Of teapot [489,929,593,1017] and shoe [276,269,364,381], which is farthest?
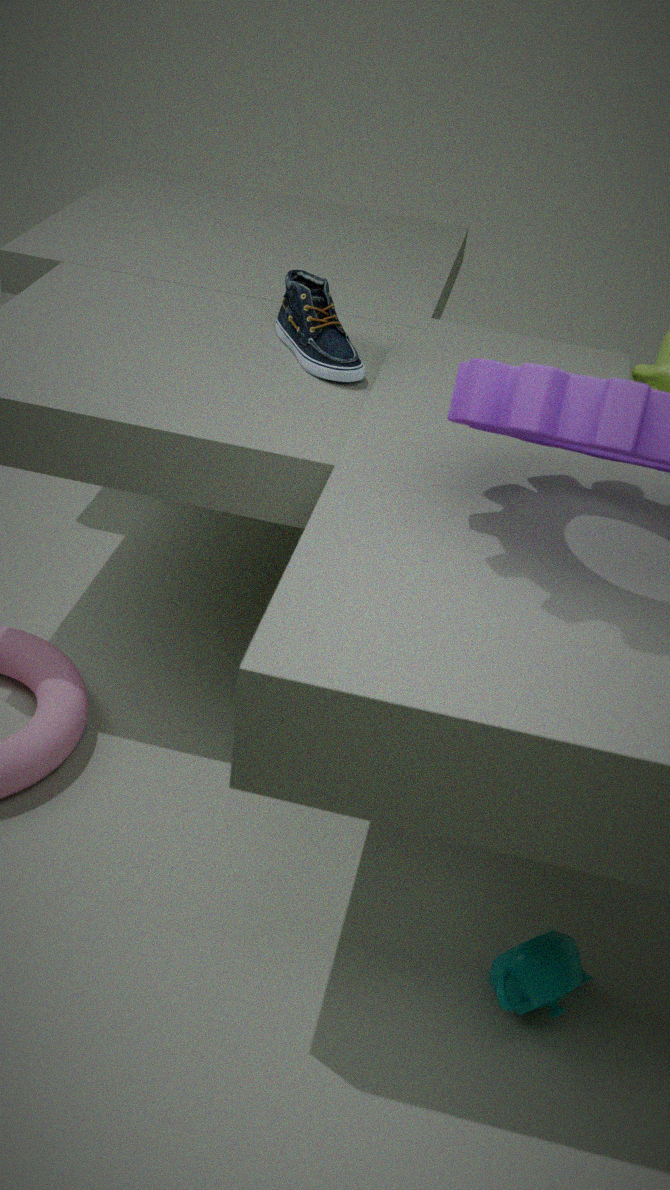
shoe [276,269,364,381]
